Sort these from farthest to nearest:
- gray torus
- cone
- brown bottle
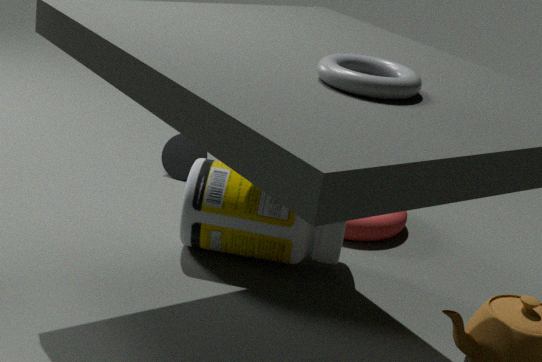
cone → brown bottle → gray torus
